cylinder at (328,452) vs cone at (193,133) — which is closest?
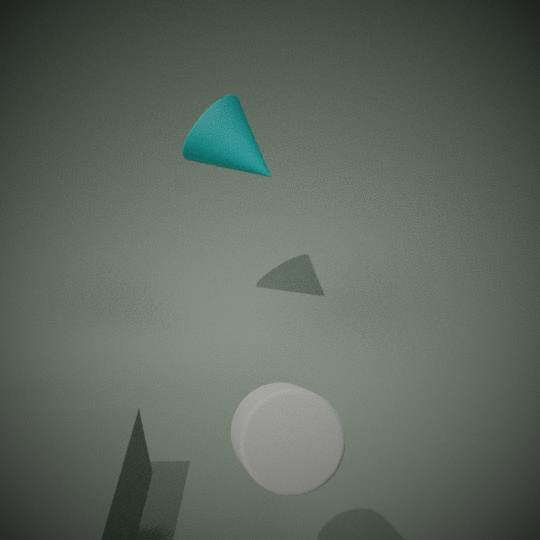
cylinder at (328,452)
